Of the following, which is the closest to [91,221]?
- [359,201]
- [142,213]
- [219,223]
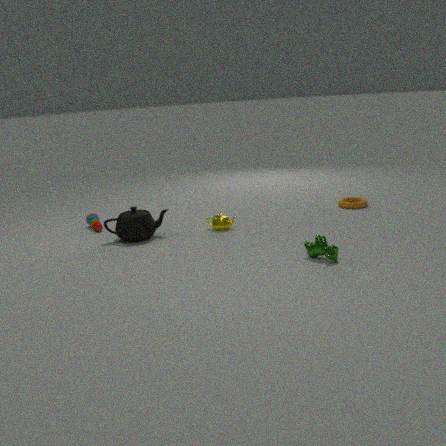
[142,213]
